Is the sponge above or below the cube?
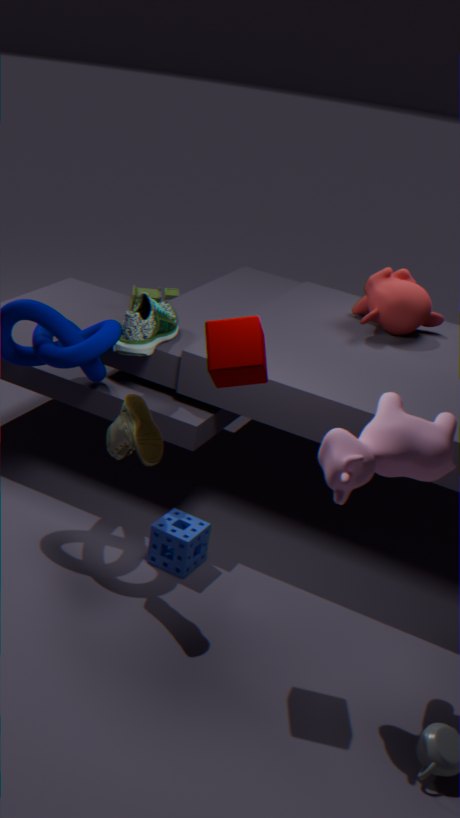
below
